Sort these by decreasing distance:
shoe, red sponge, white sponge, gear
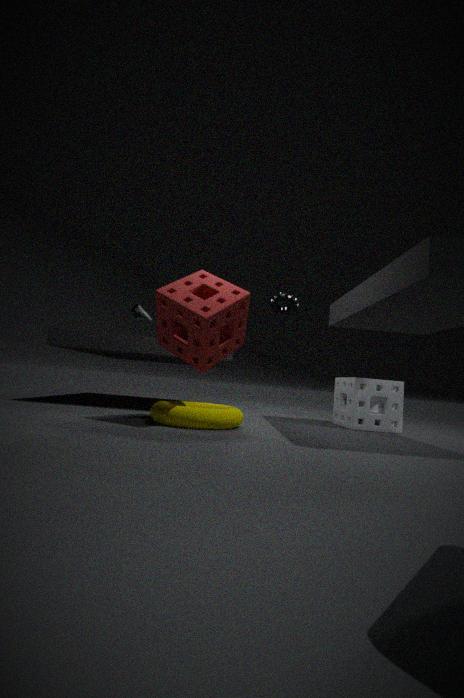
gear, shoe, white sponge, red sponge
